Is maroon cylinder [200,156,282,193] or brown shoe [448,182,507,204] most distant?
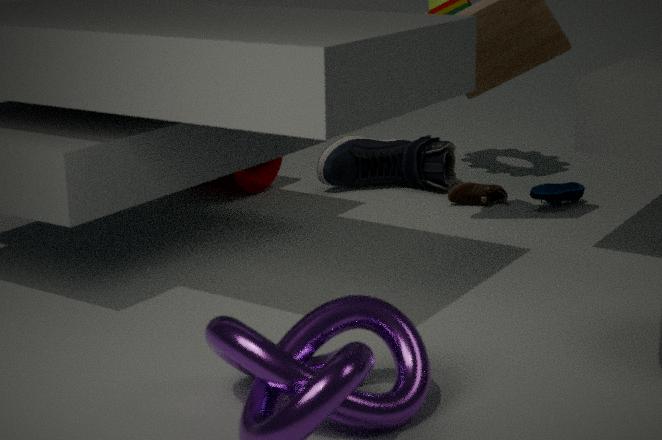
maroon cylinder [200,156,282,193]
